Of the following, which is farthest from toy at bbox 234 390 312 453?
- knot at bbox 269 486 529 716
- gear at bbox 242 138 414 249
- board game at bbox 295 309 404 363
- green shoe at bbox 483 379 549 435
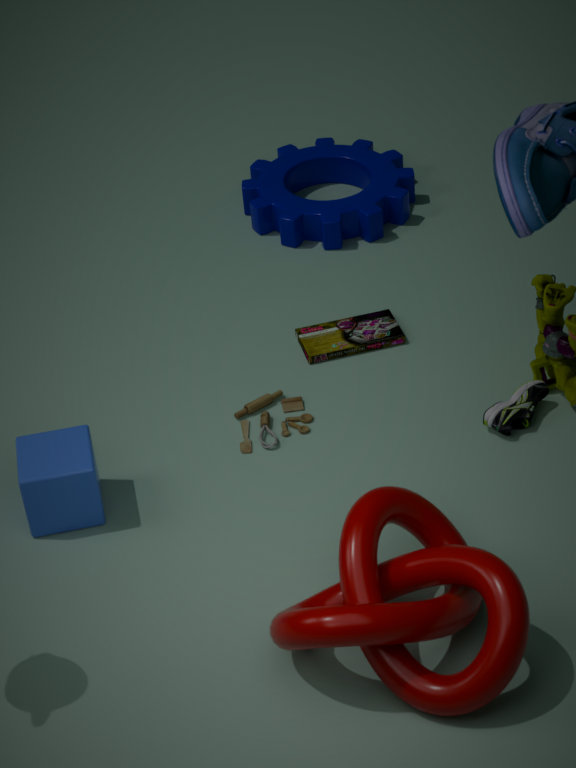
gear at bbox 242 138 414 249
